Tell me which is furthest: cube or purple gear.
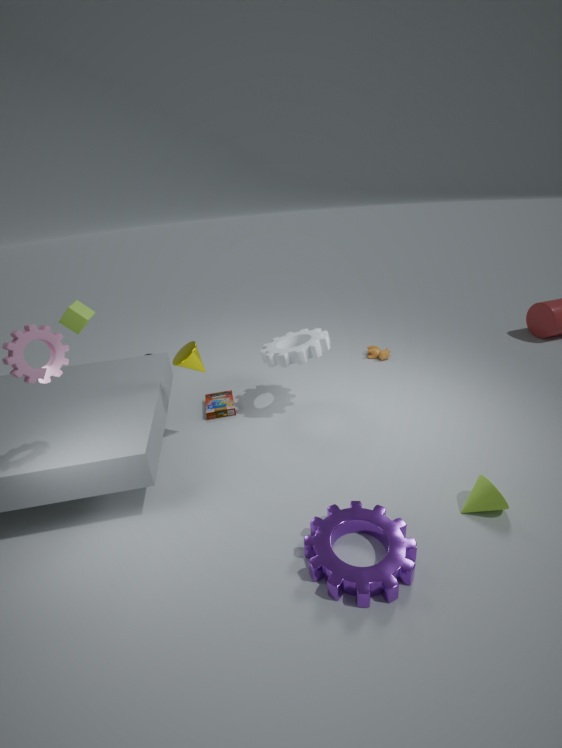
cube
